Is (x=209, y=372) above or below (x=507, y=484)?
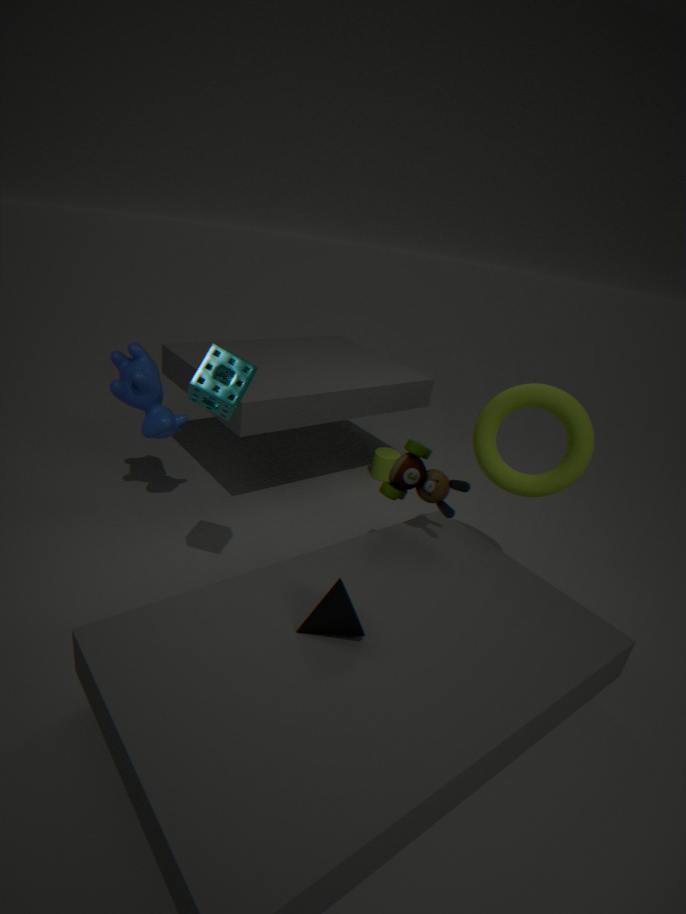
above
